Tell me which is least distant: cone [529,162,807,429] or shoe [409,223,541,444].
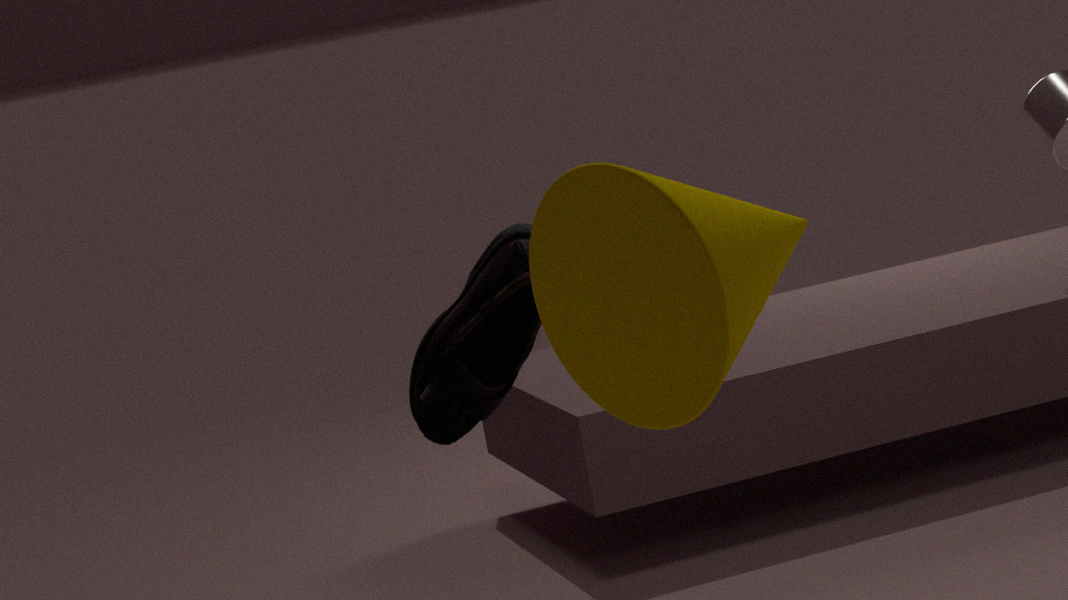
cone [529,162,807,429]
